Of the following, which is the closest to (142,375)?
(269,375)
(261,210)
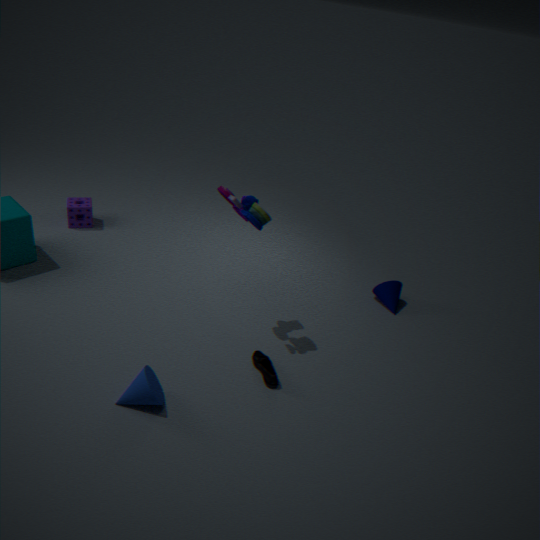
(269,375)
